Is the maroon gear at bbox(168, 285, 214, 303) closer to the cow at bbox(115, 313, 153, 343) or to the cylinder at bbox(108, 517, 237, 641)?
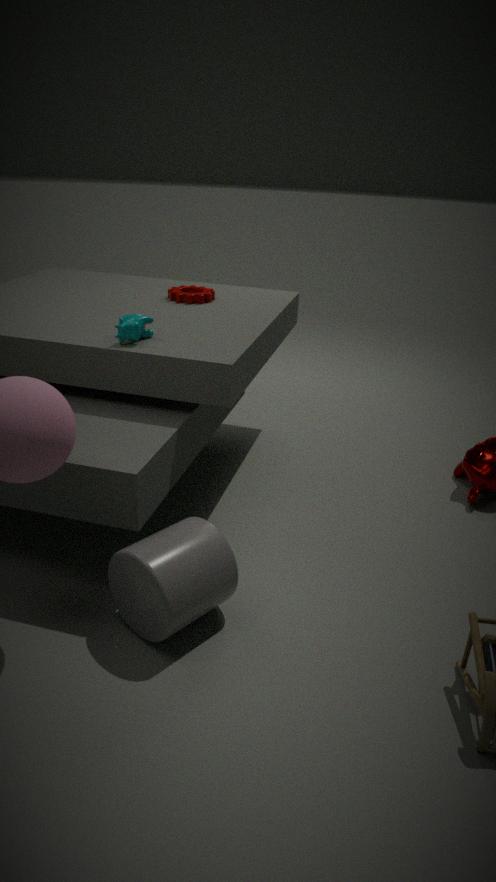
the cow at bbox(115, 313, 153, 343)
